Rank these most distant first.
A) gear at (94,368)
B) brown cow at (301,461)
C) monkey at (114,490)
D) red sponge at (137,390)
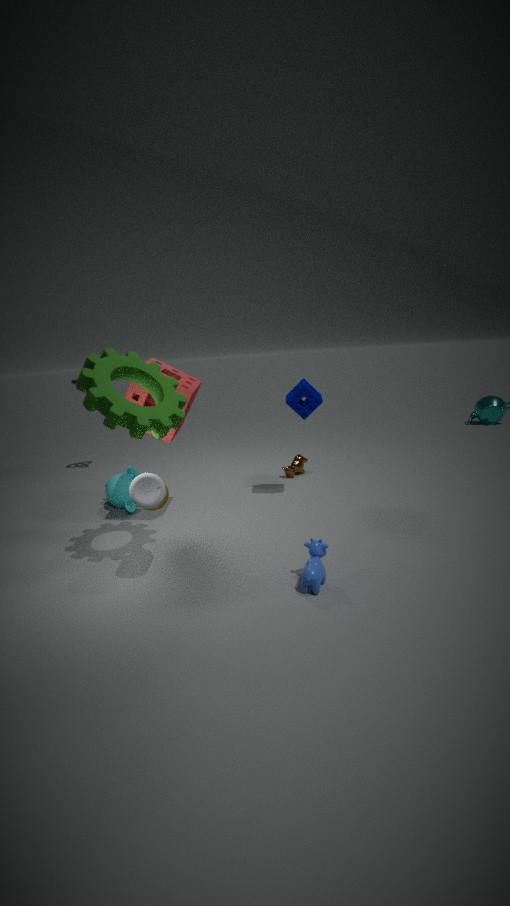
brown cow at (301,461) < monkey at (114,490) < red sponge at (137,390) < gear at (94,368)
